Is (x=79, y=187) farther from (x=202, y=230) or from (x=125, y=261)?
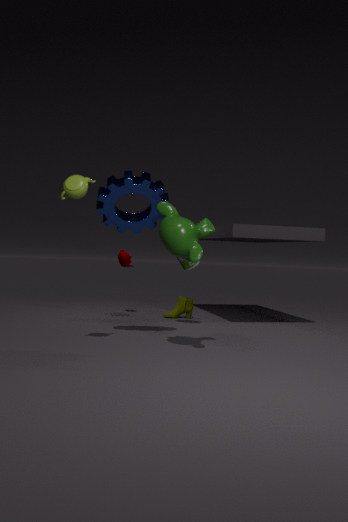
(x=125, y=261)
